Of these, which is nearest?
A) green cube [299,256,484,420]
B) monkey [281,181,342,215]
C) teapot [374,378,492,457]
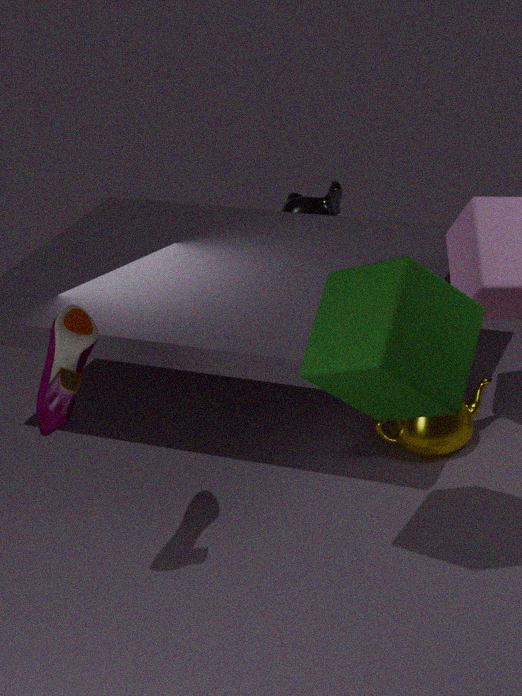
green cube [299,256,484,420]
